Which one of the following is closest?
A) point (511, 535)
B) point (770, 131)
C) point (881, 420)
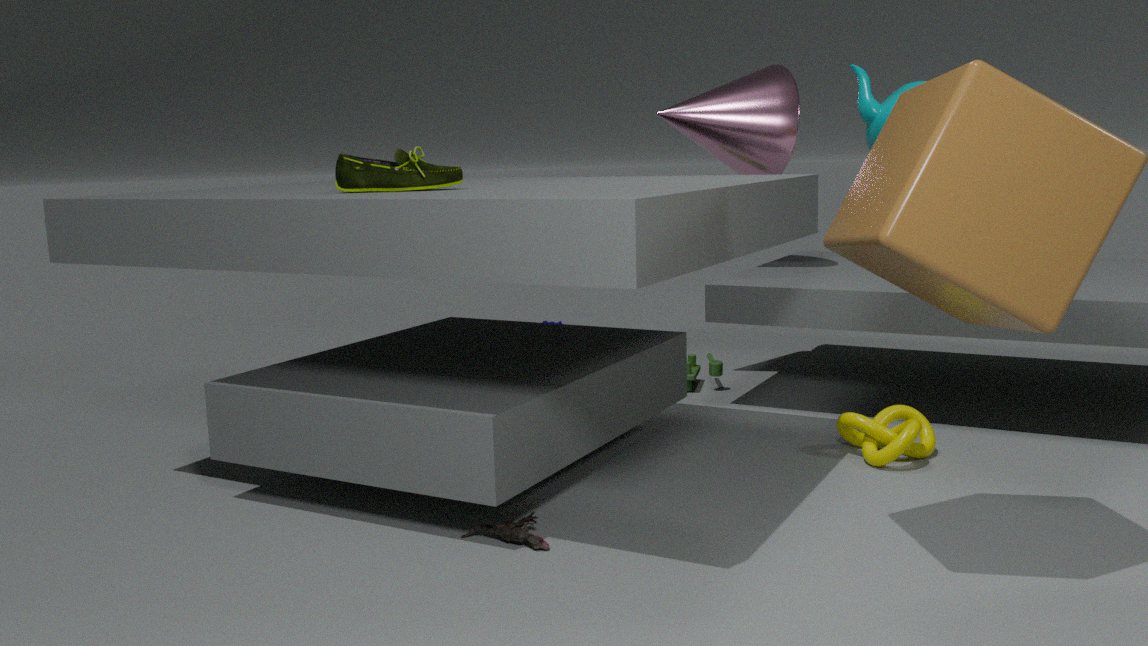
point (511, 535)
